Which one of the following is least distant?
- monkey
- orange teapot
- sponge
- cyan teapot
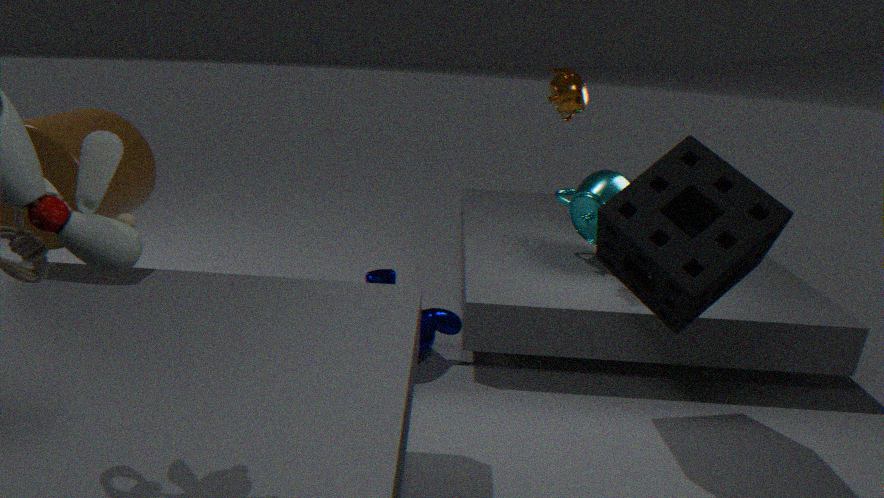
sponge
